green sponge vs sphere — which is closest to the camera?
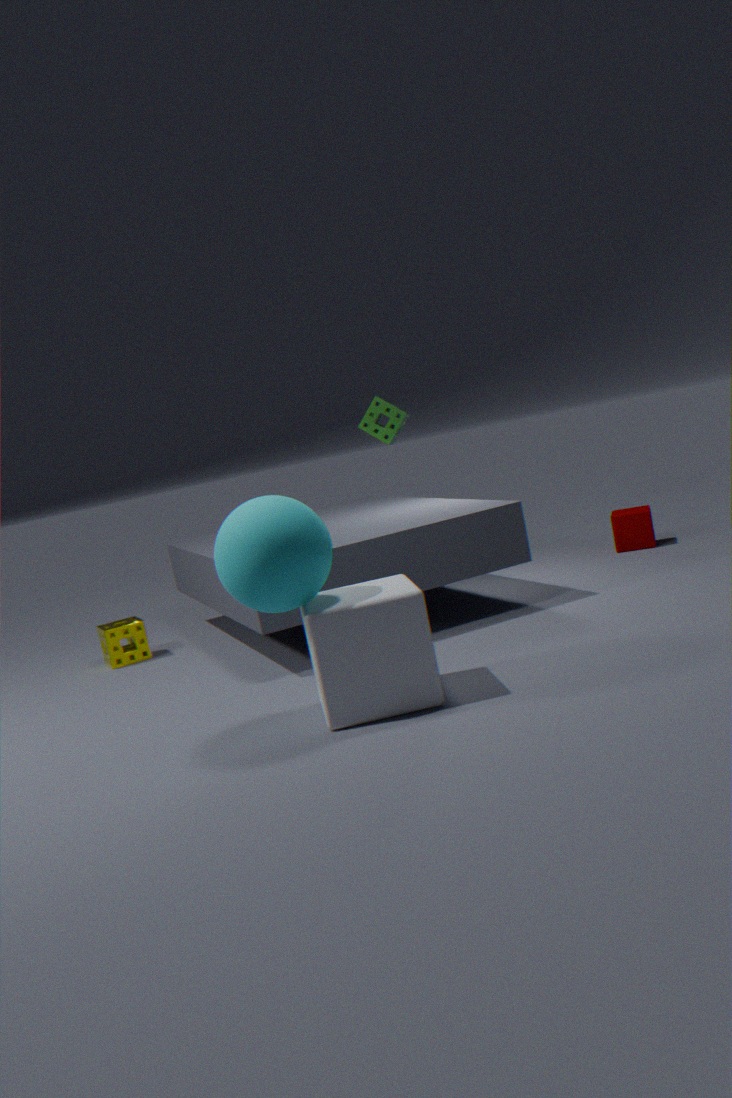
sphere
